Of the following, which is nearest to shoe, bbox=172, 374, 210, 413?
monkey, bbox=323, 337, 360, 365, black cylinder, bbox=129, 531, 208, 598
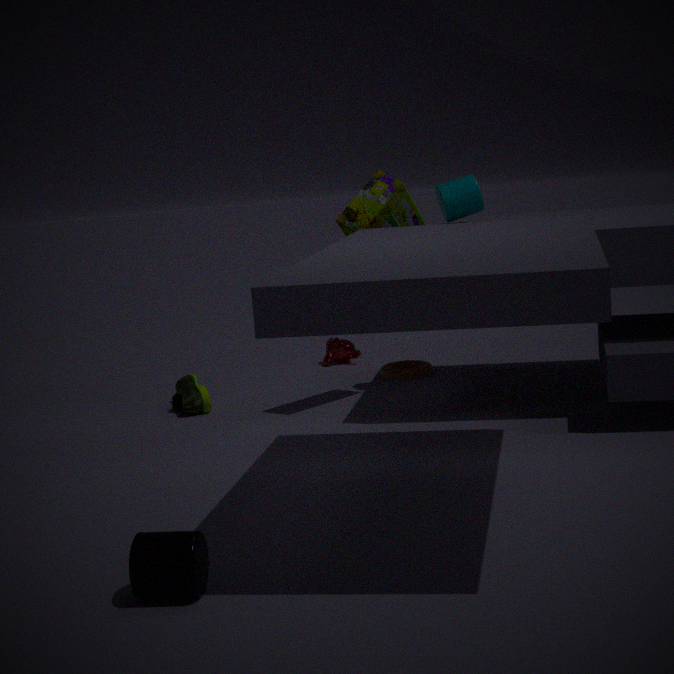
monkey, bbox=323, 337, 360, 365
